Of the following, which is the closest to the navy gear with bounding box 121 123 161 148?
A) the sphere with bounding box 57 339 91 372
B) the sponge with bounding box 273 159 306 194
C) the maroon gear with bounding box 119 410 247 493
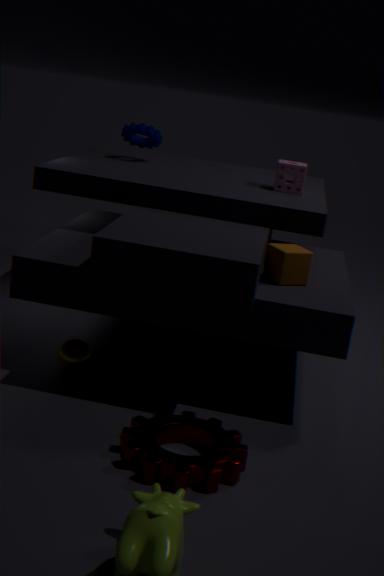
the sponge with bounding box 273 159 306 194
